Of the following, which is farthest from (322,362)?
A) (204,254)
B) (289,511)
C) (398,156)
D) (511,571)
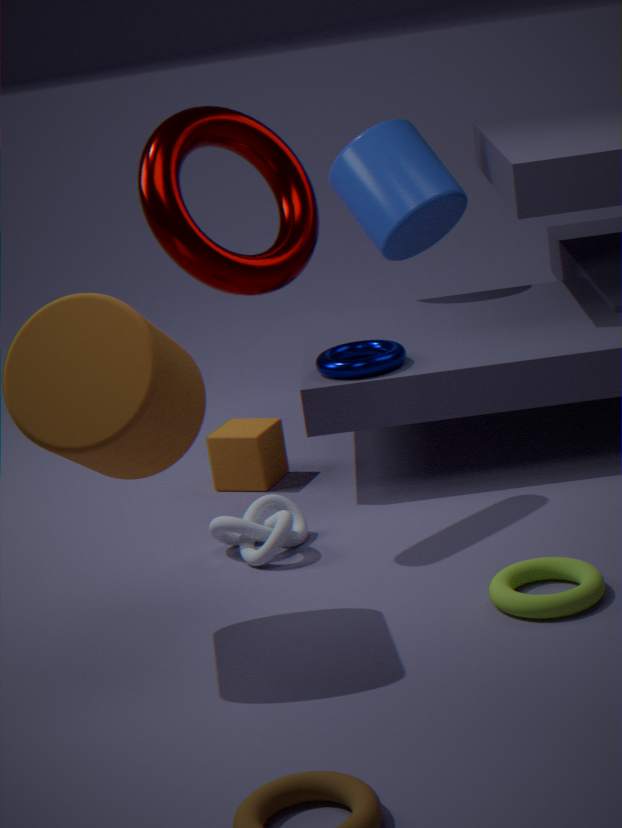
(511,571)
